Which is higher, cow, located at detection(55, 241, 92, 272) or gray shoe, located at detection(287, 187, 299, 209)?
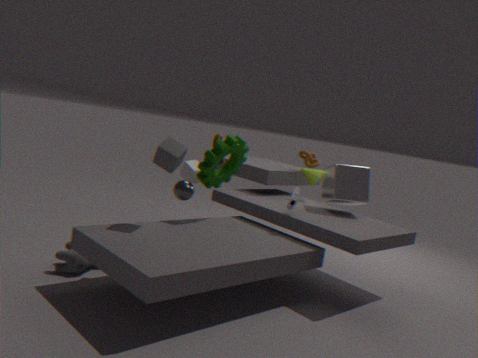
gray shoe, located at detection(287, 187, 299, 209)
